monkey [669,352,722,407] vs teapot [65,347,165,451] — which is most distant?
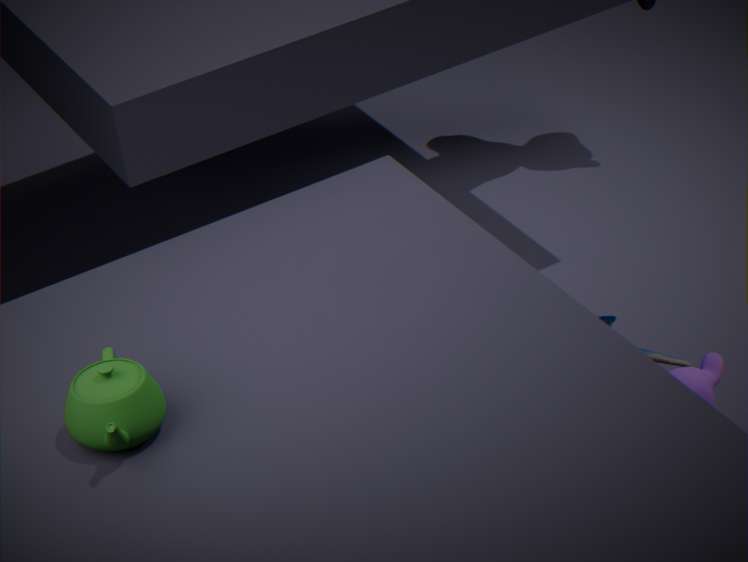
monkey [669,352,722,407]
